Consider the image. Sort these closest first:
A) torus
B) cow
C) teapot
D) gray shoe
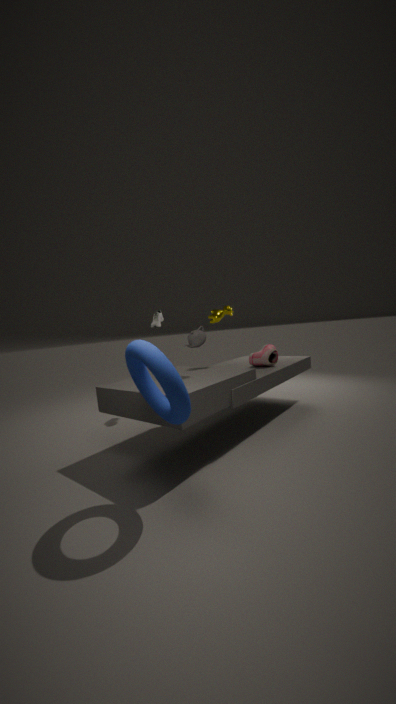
A. torus, C. teapot, B. cow, D. gray shoe
